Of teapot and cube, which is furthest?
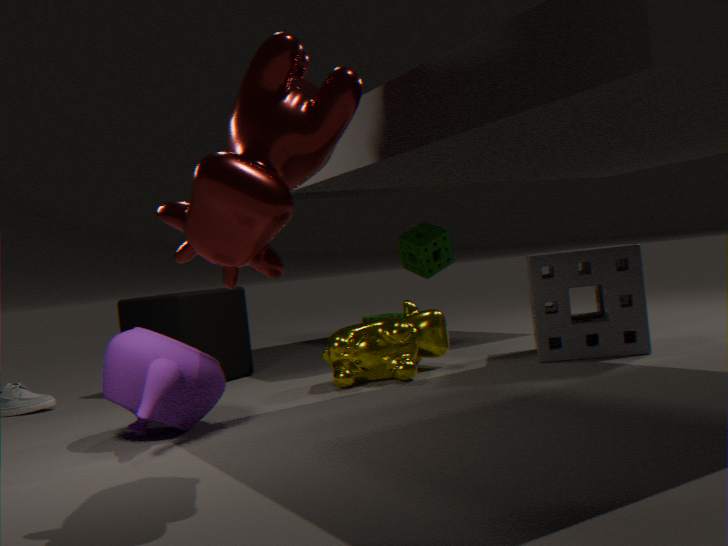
cube
